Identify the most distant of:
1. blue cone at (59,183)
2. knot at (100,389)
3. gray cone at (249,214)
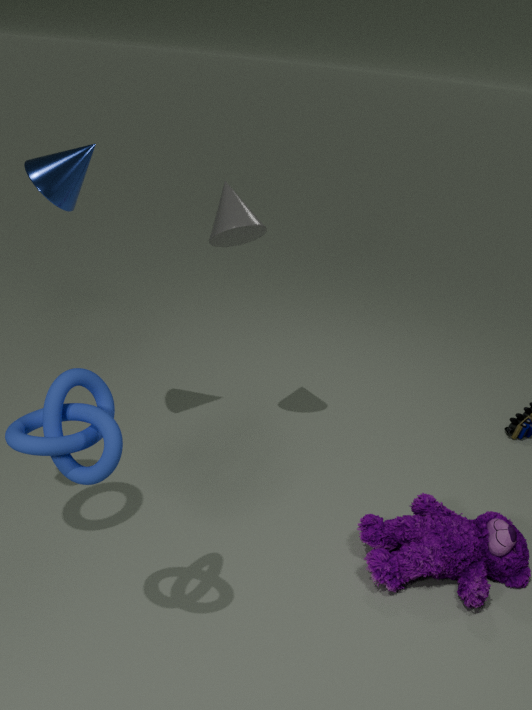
gray cone at (249,214)
